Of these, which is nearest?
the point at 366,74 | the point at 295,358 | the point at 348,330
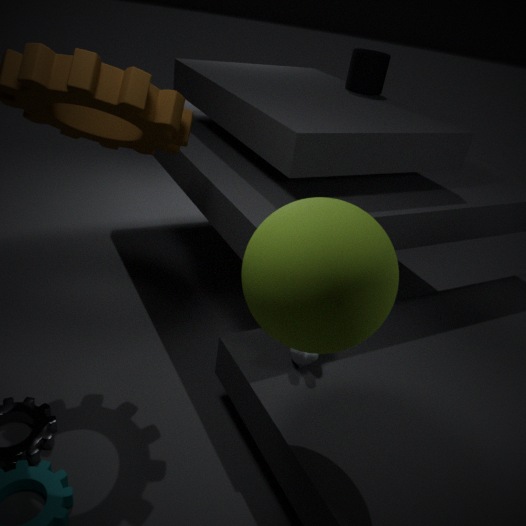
the point at 348,330
